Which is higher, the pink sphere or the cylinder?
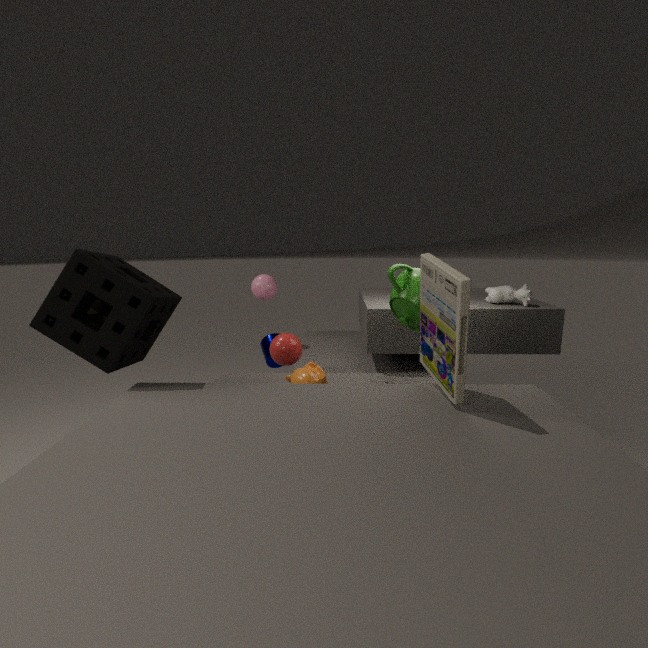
the pink sphere
